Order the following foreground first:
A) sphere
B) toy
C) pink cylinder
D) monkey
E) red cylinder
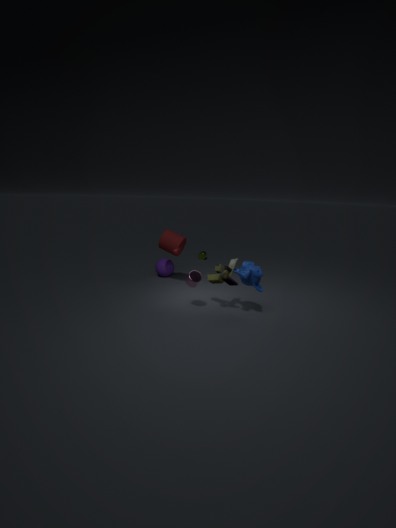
monkey
toy
pink cylinder
red cylinder
sphere
